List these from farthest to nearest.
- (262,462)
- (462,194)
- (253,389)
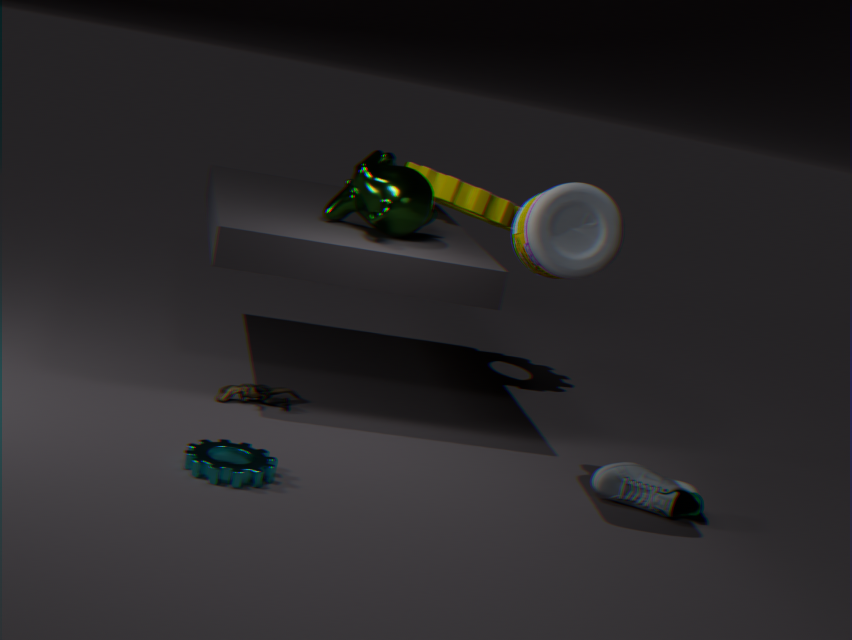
(462,194)
(253,389)
(262,462)
